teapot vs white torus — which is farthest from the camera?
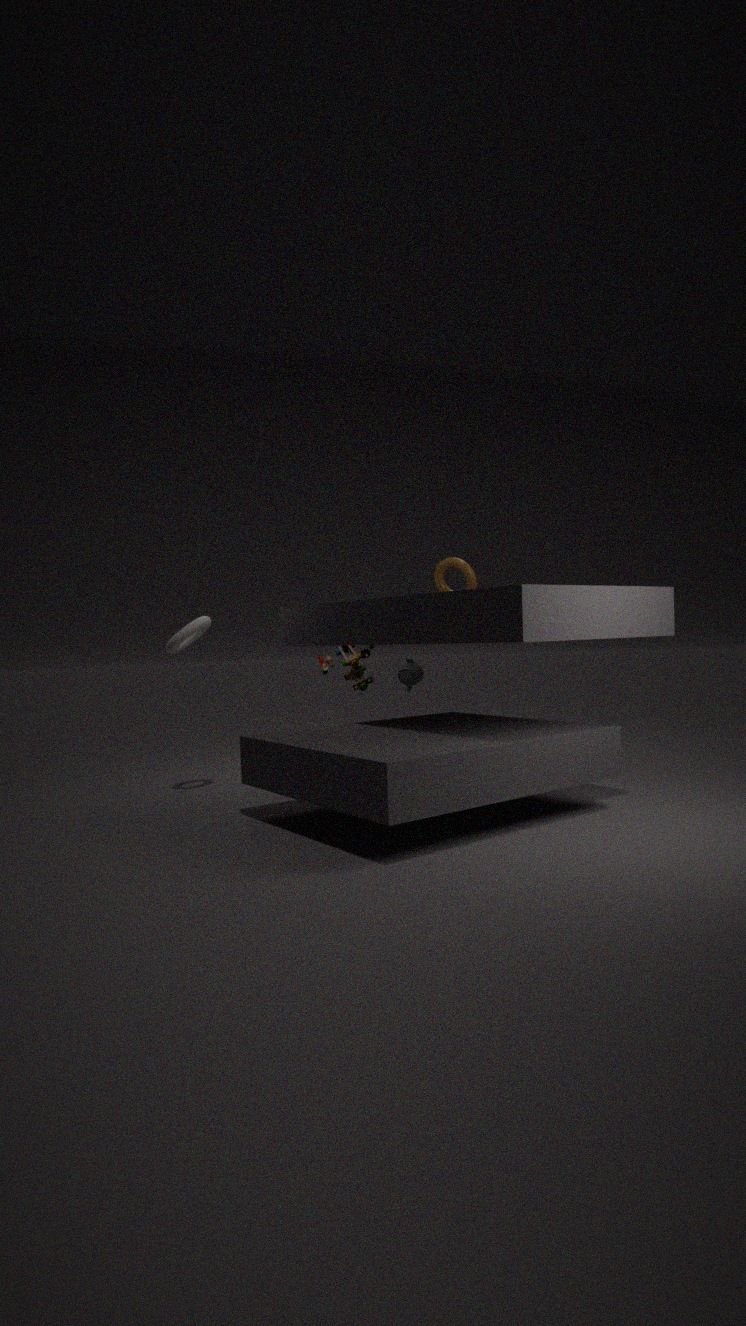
teapot
